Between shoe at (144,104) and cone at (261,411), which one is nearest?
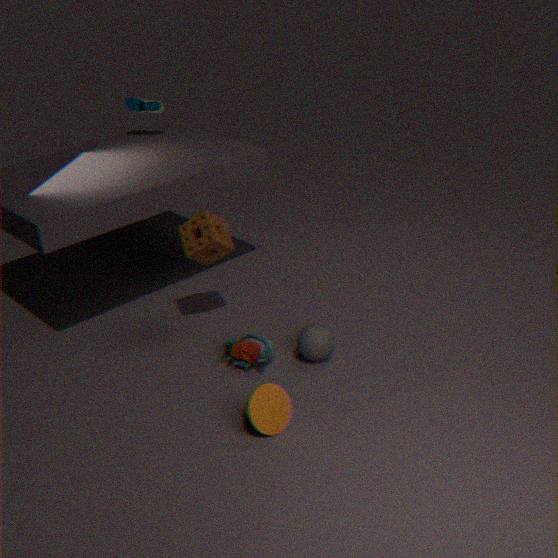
cone at (261,411)
